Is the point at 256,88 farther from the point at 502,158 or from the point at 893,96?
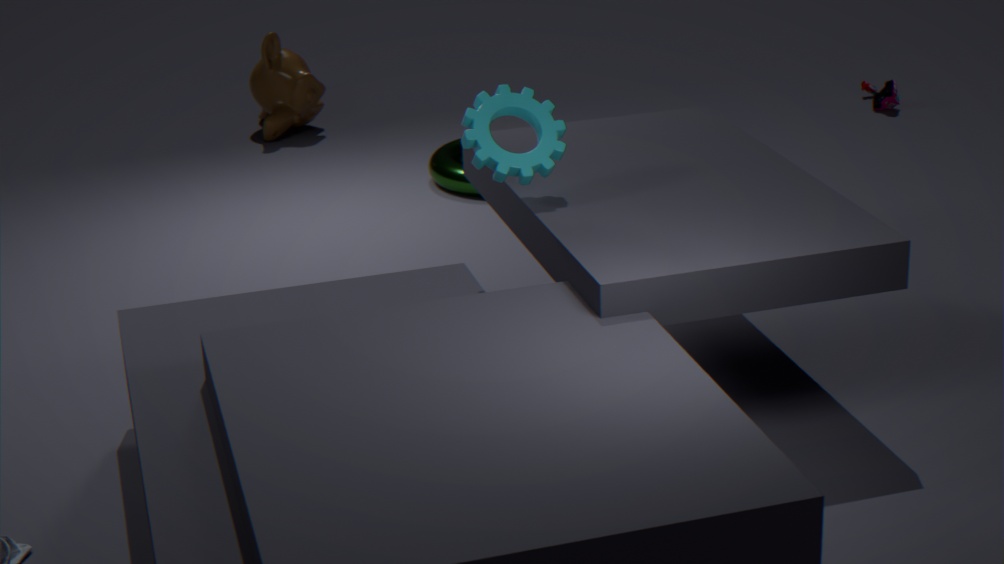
the point at 502,158
